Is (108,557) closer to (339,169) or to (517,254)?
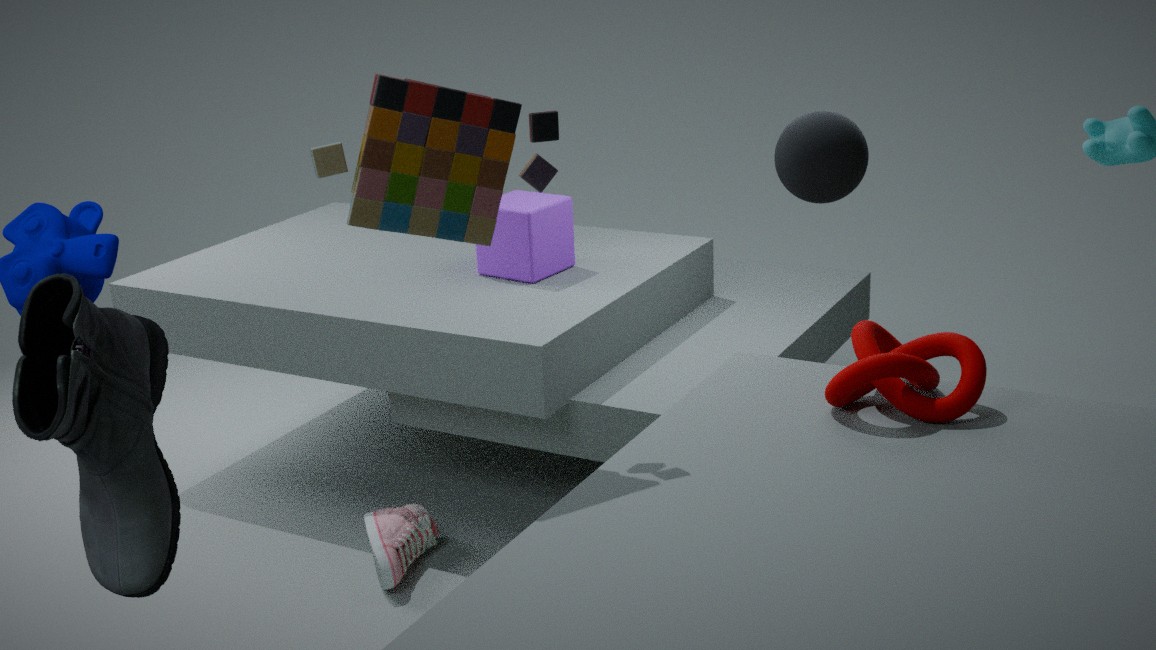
(339,169)
